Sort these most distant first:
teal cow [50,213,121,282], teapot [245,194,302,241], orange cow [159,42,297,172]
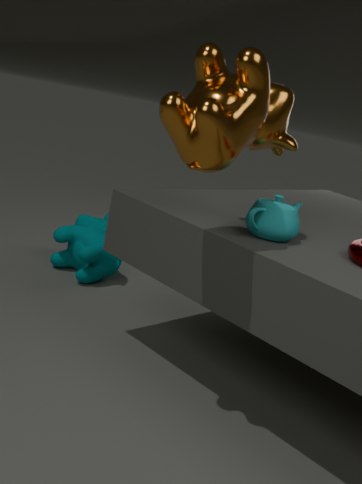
teal cow [50,213,121,282], teapot [245,194,302,241], orange cow [159,42,297,172]
